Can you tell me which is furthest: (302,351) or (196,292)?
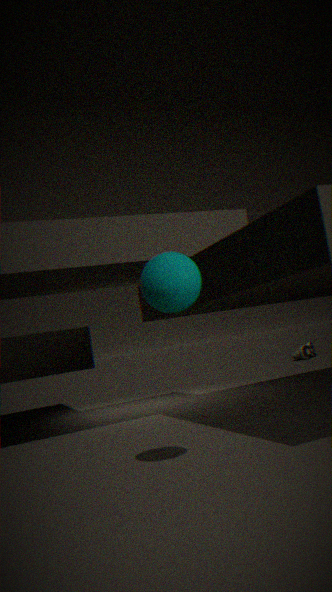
(302,351)
